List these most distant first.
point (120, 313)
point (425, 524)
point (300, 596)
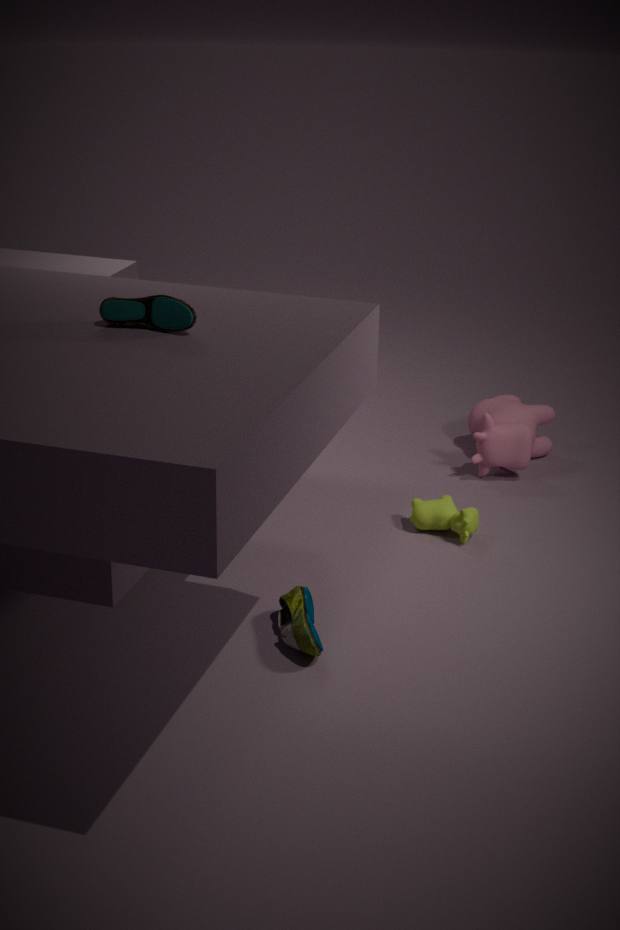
point (425, 524) < point (300, 596) < point (120, 313)
